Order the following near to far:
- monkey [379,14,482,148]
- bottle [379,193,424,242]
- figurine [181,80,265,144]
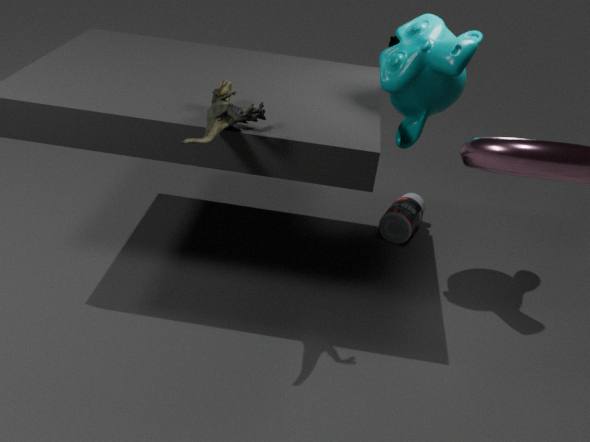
figurine [181,80,265,144] < monkey [379,14,482,148] < bottle [379,193,424,242]
